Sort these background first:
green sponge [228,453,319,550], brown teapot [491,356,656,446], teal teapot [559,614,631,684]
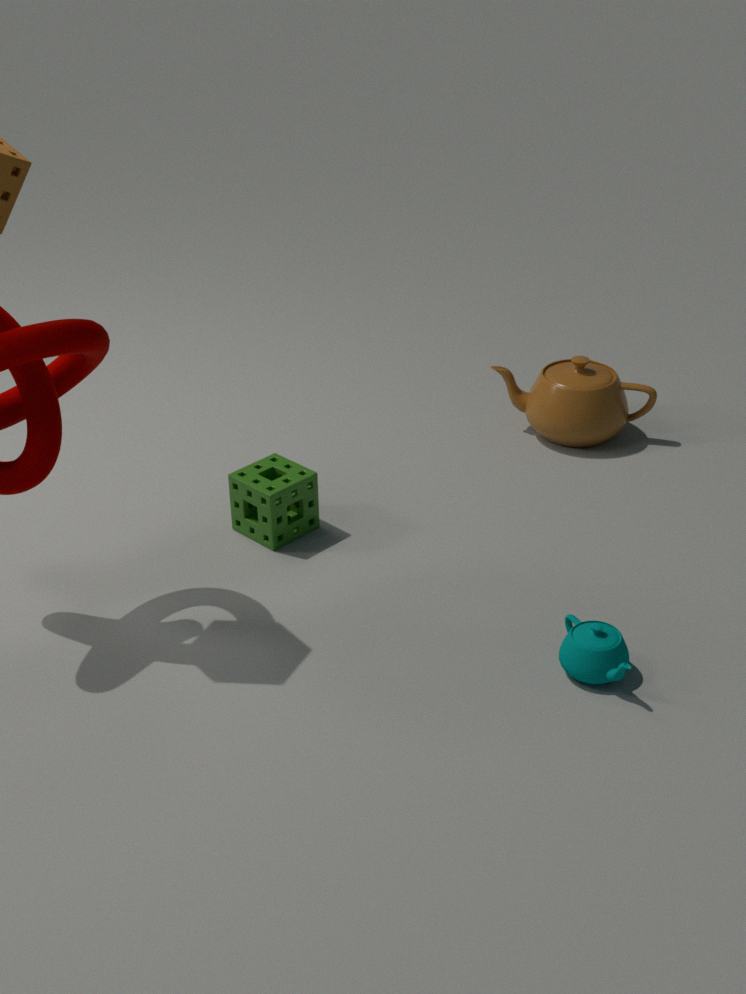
brown teapot [491,356,656,446], green sponge [228,453,319,550], teal teapot [559,614,631,684]
